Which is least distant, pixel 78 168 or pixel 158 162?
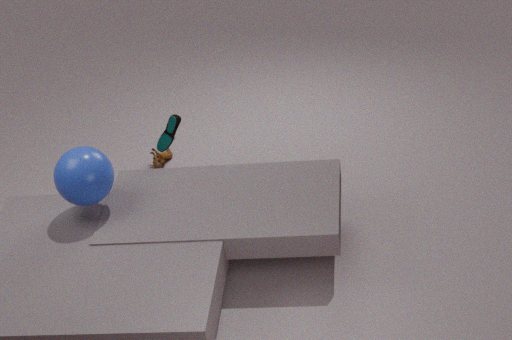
pixel 78 168
